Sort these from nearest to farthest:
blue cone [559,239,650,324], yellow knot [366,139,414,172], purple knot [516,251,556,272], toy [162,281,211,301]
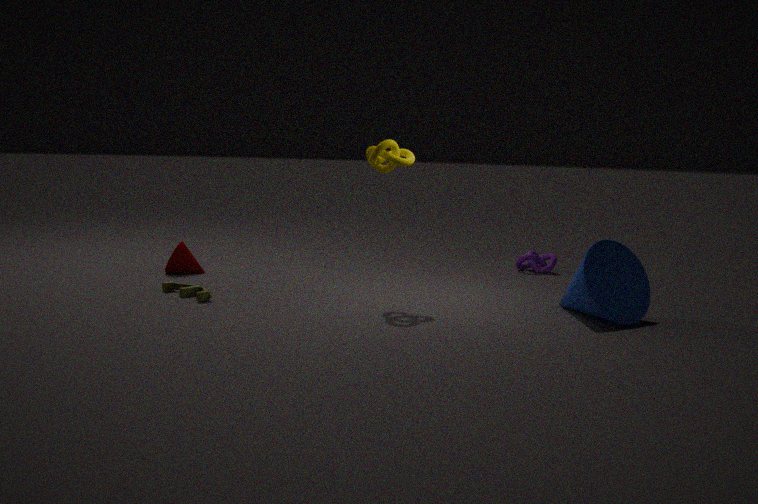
blue cone [559,239,650,324]
toy [162,281,211,301]
yellow knot [366,139,414,172]
purple knot [516,251,556,272]
